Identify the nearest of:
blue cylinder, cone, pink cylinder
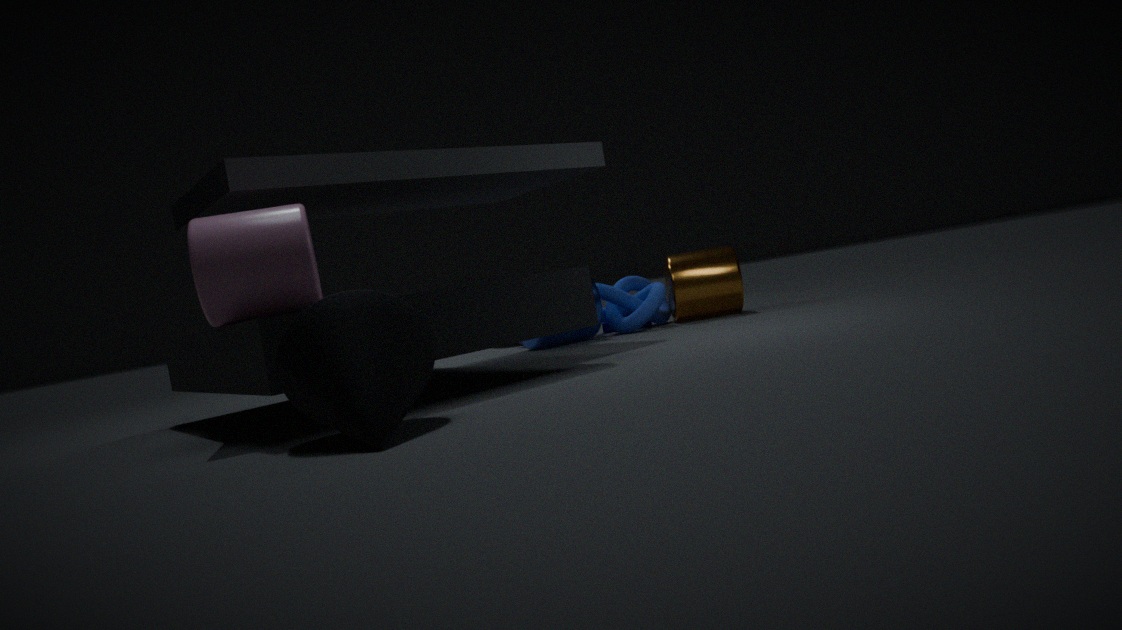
cone
